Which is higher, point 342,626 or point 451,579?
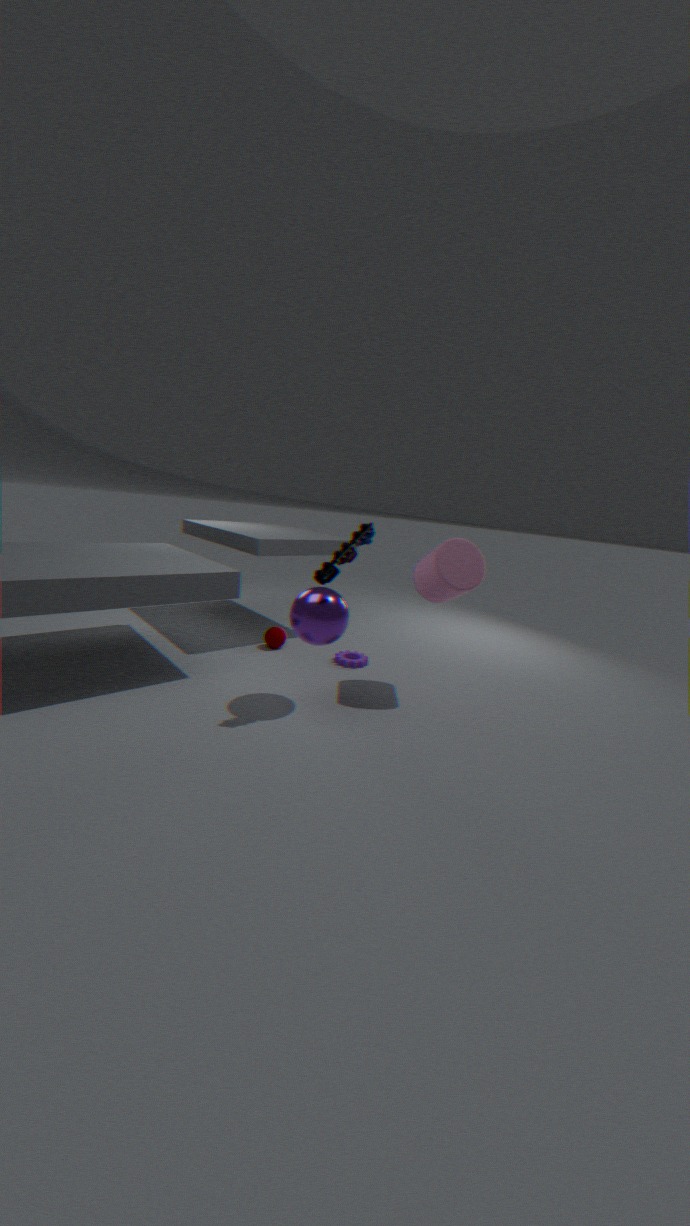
point 451,579
